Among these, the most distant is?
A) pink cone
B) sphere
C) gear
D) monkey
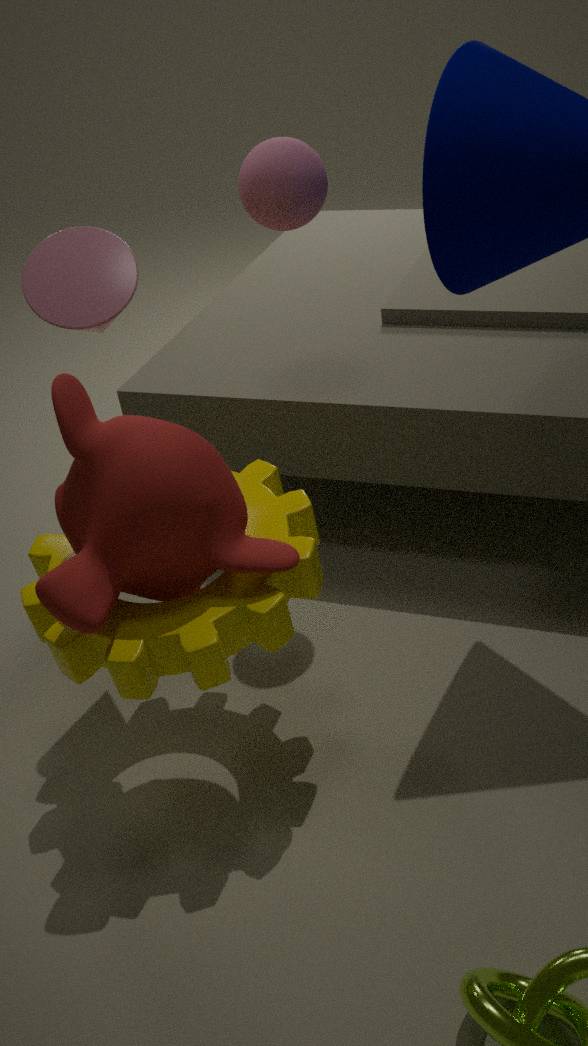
sphere
